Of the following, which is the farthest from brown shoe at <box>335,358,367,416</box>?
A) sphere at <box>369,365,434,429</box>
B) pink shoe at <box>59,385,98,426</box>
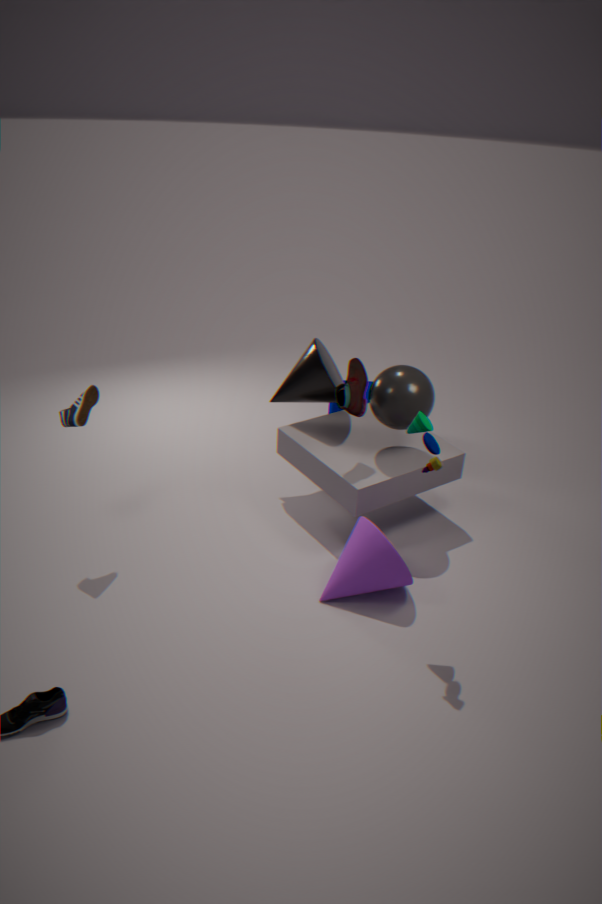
pink shoe at <box>59,385,98,426</box>
